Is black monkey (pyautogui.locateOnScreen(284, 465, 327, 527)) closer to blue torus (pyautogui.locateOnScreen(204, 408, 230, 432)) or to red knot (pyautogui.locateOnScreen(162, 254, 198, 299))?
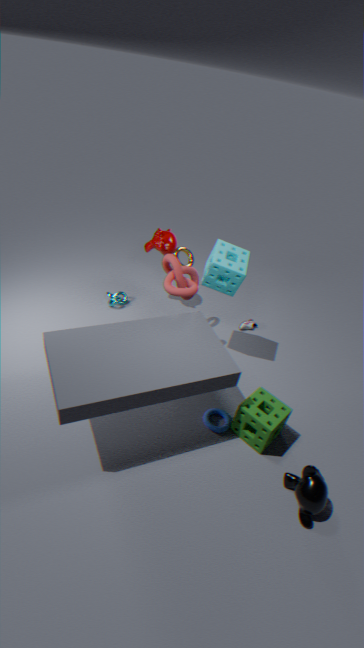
blue torus (pyautogui.locateOnScreen(204, 408, 230, 432))
